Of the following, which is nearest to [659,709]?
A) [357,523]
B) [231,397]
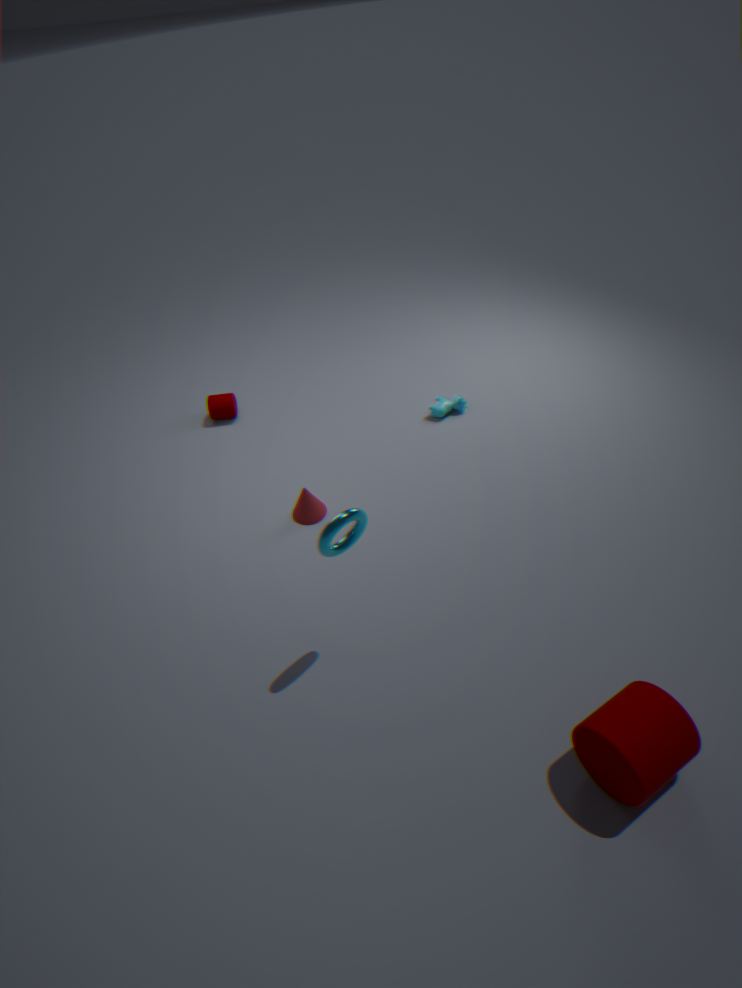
[357,523]
